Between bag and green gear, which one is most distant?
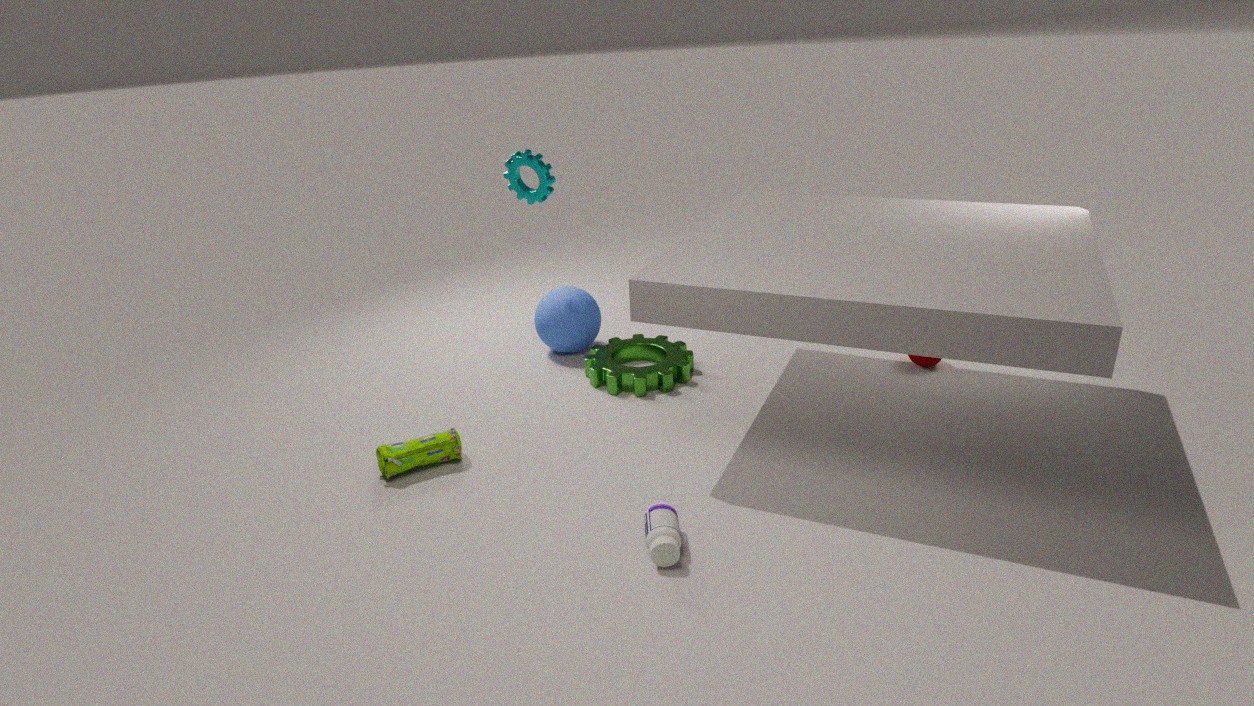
green gear
